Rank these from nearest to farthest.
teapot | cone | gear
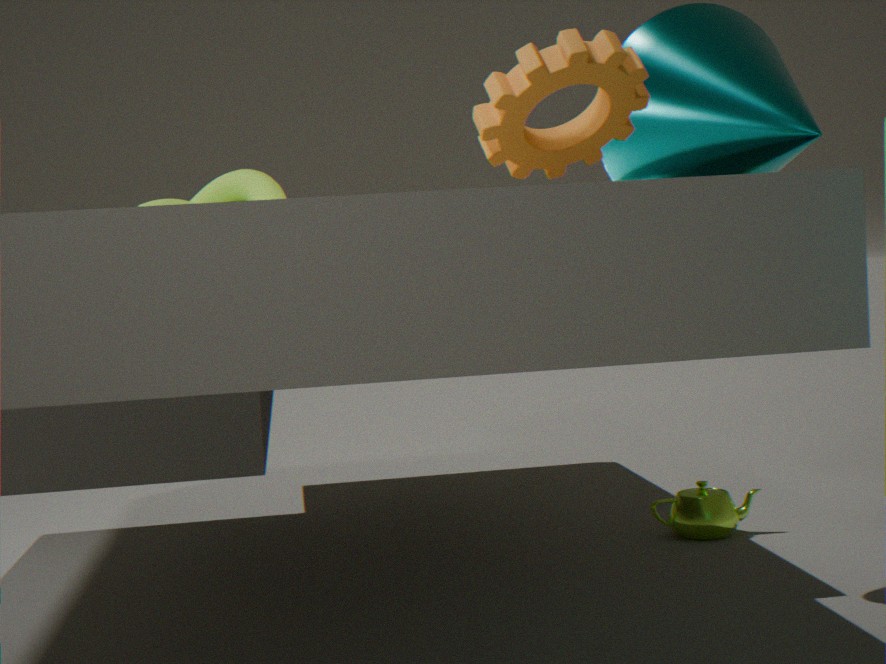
gear < cone < teapot
